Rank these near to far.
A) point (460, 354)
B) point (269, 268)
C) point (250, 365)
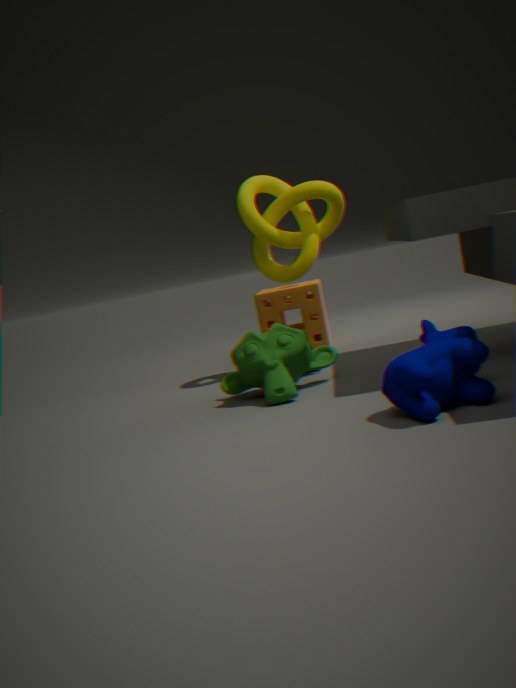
point (460, 354), point (250, 365), point (269, 268)
